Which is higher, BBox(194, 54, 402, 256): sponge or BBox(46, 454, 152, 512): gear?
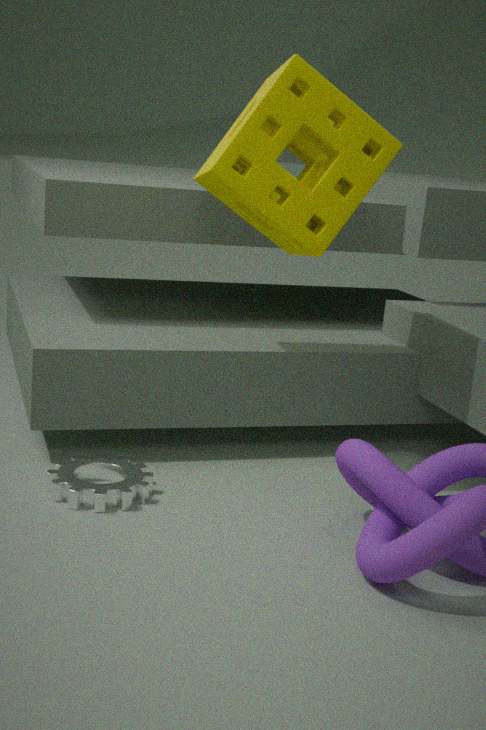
A: BBox(194, 54, 402, 256): sponge
